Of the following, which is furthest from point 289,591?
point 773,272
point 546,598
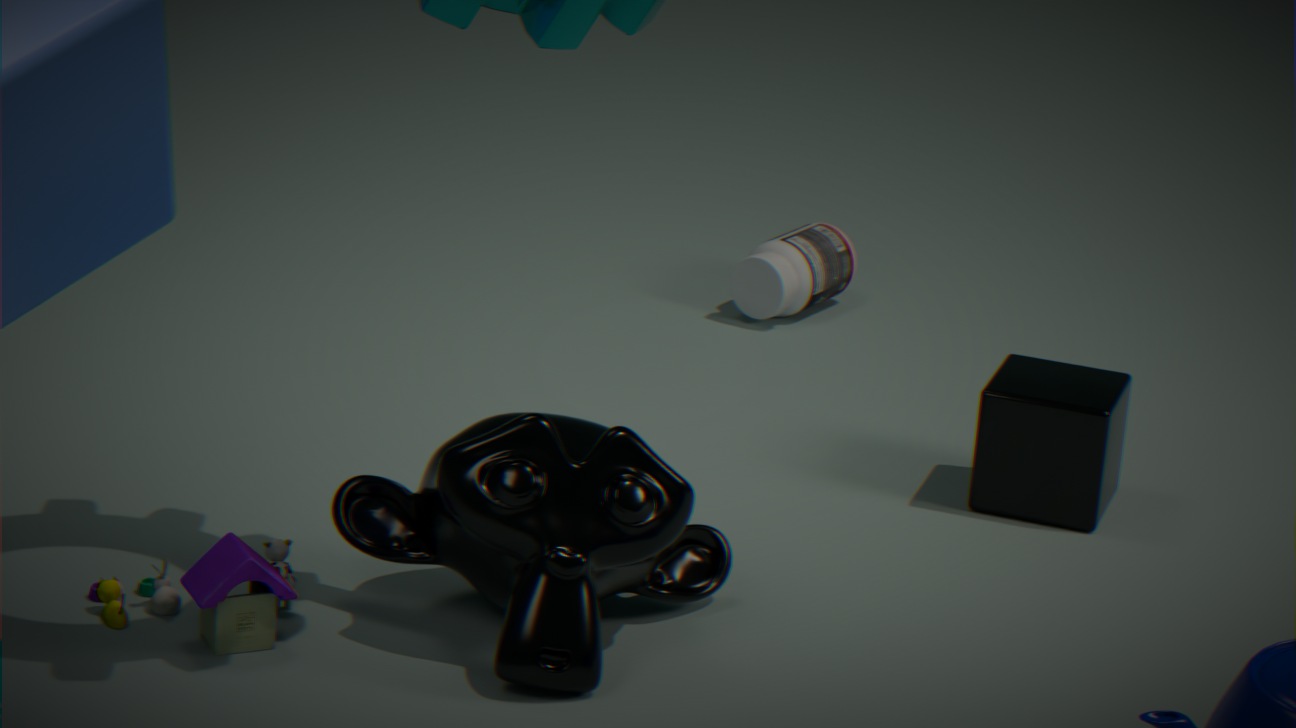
point 773,272
